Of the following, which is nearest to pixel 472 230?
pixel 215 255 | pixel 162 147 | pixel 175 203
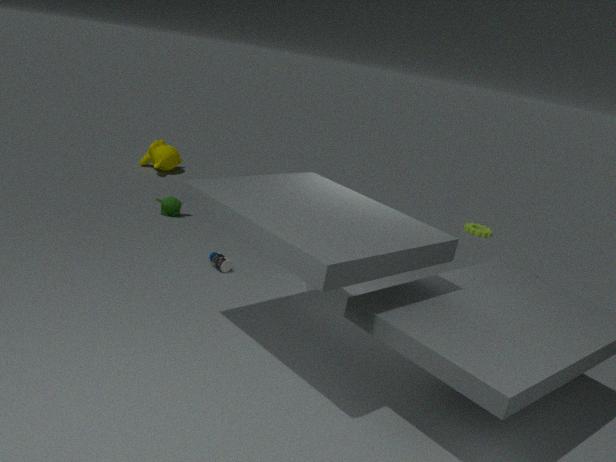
pixel 215 255
